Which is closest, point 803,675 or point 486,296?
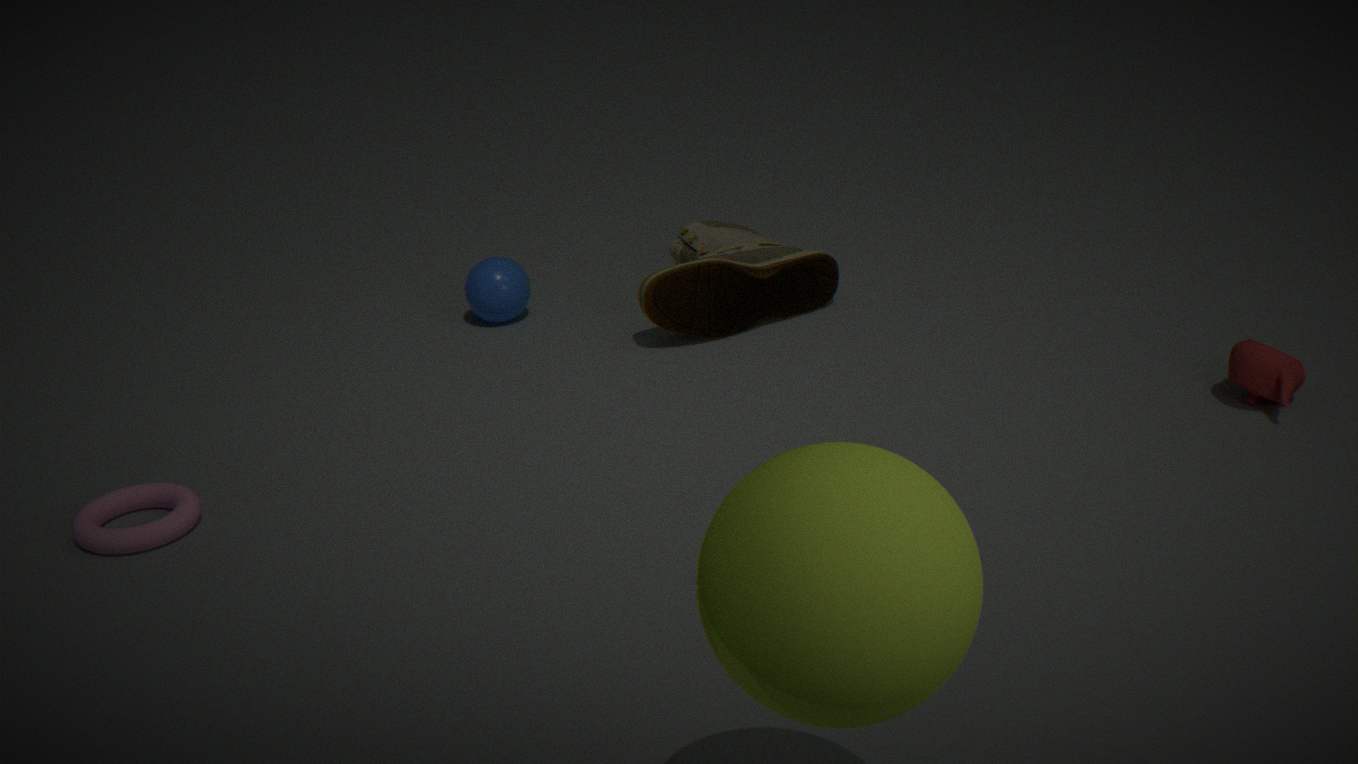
point 803,675
